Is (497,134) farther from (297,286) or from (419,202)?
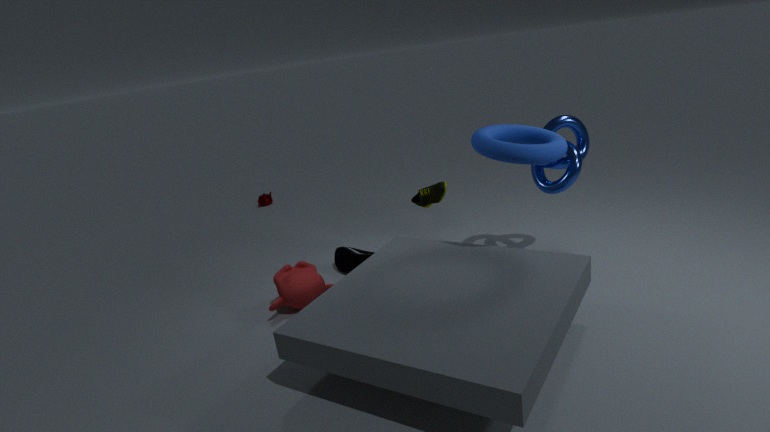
(297,286)
